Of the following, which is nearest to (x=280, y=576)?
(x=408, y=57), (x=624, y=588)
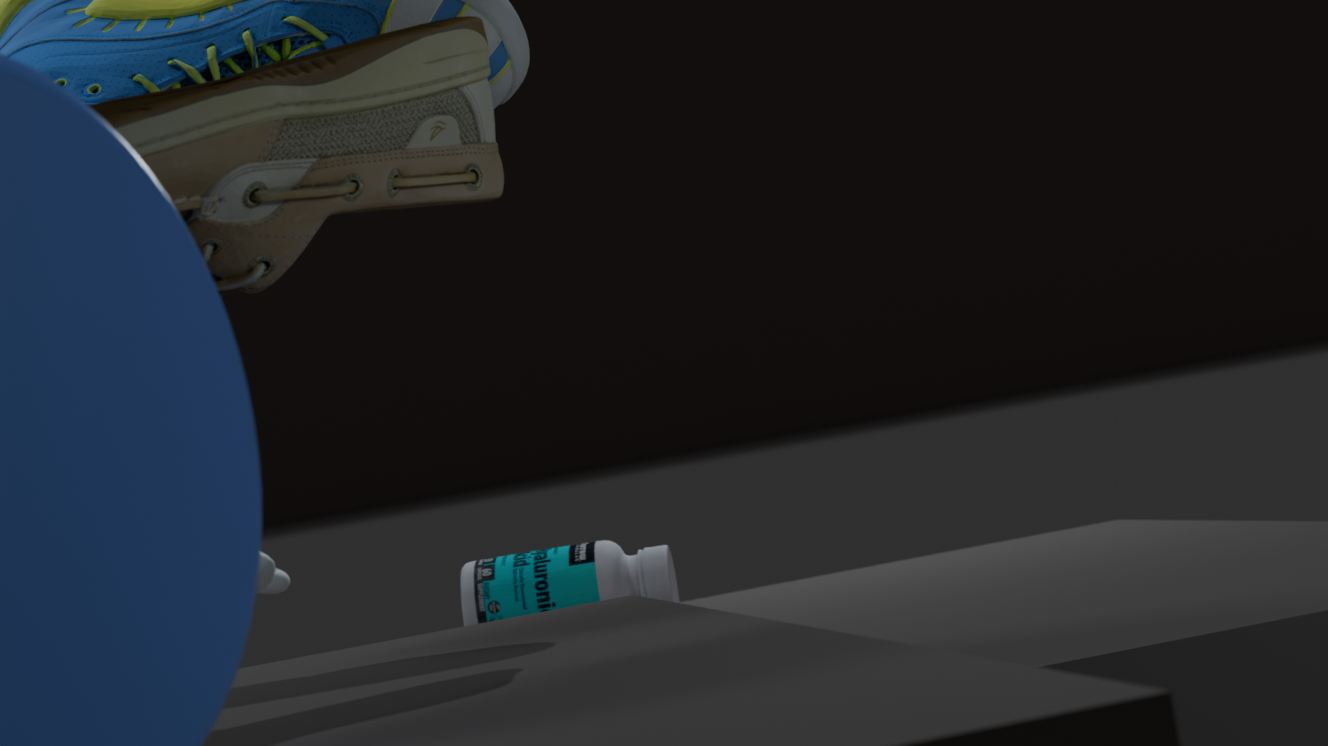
(x=624, y=588)
